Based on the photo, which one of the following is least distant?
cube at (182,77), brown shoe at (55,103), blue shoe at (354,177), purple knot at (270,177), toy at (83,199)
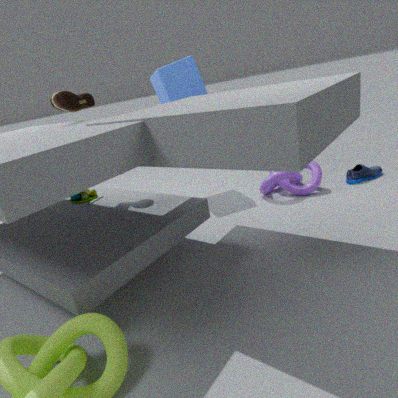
brown shoe at (55,103)
